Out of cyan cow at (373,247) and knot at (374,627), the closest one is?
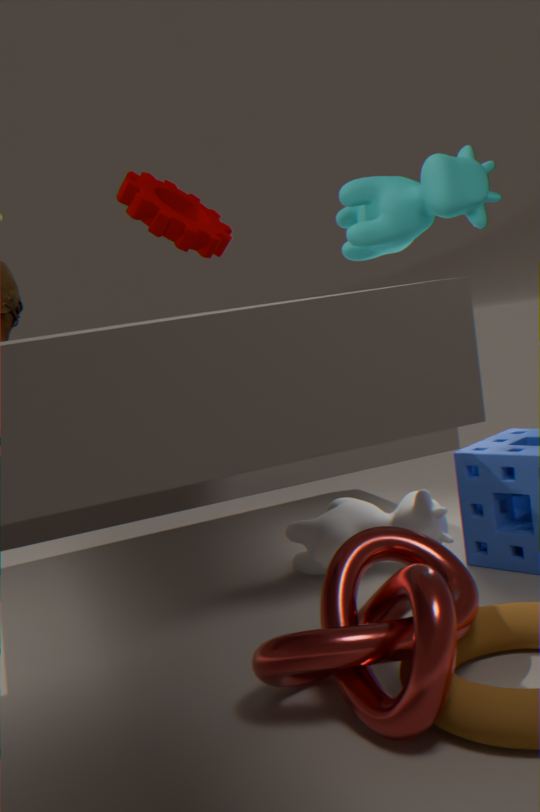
knot at (374,627)
